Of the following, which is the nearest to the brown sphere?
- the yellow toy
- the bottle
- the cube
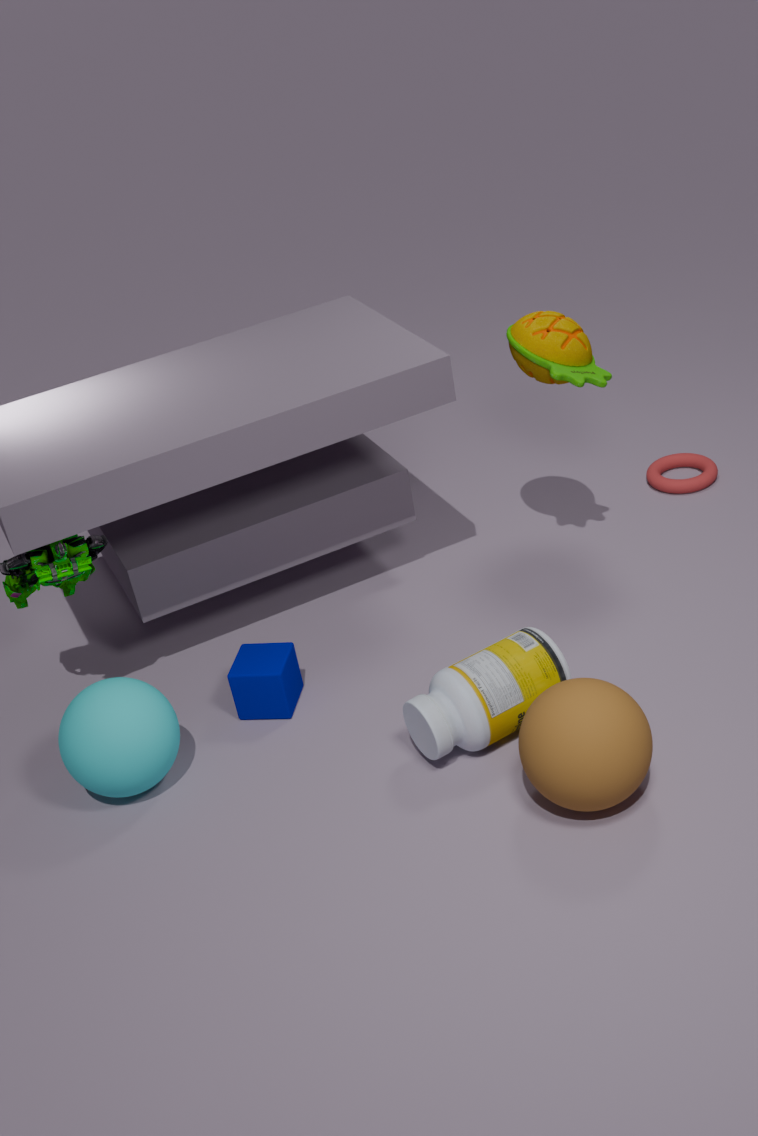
the bottle
